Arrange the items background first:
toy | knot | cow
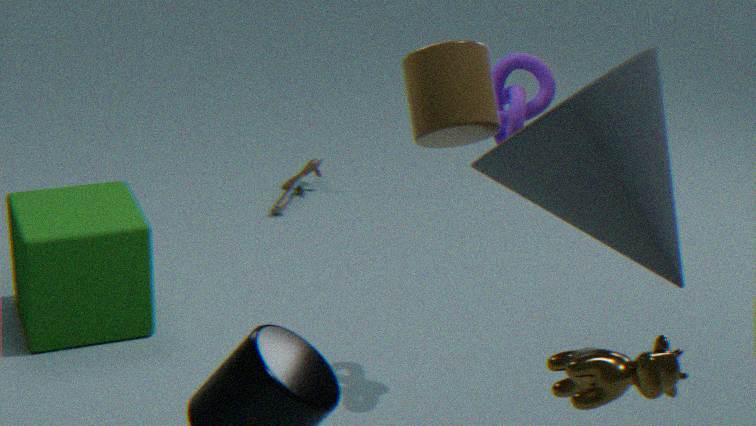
toy < knot < cow
